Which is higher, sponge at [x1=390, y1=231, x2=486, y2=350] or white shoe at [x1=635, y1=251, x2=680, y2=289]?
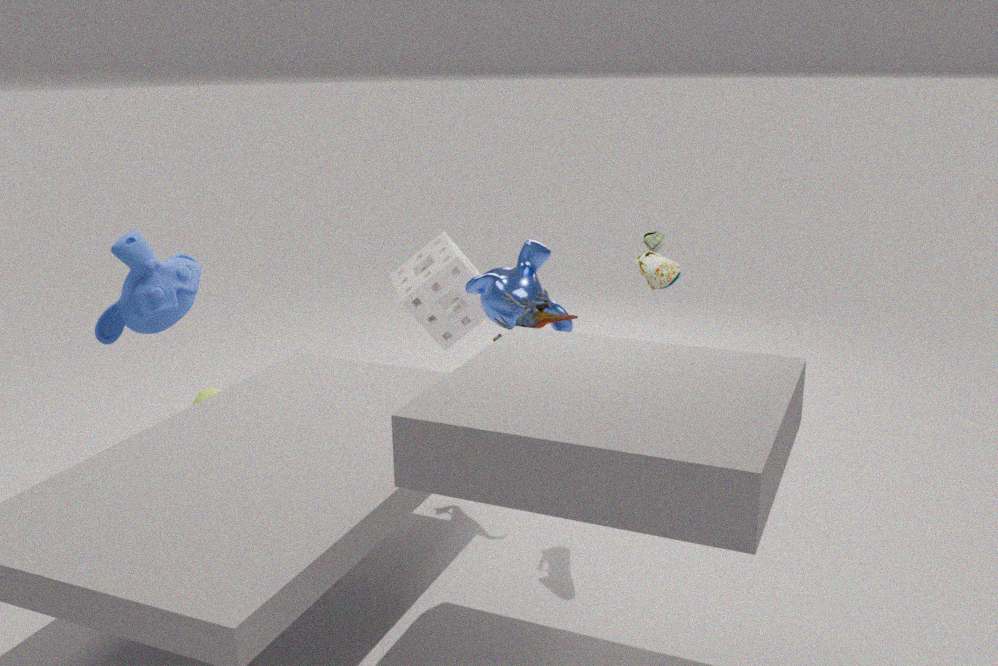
white shoe at [x1=635, y1=251, x2=680, y2=289]
